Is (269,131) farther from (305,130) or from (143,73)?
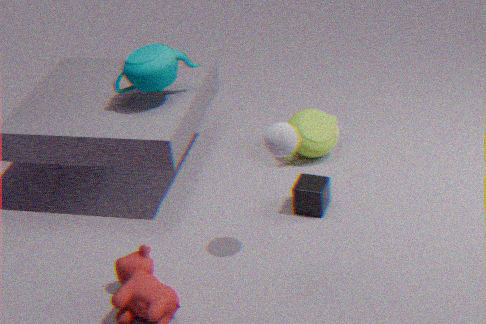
(305,130)
